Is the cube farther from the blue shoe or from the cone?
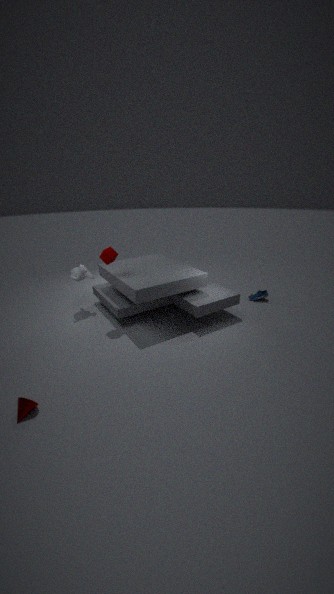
the blue shoe
